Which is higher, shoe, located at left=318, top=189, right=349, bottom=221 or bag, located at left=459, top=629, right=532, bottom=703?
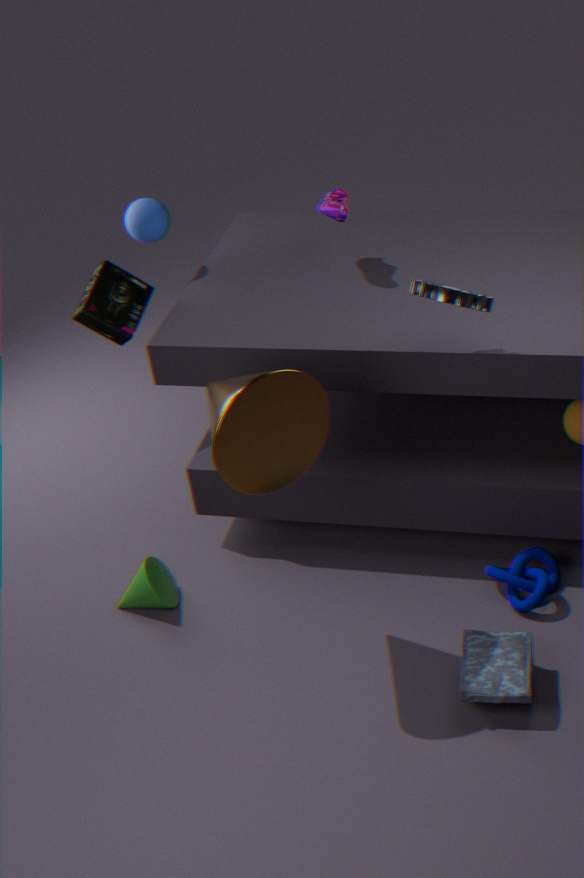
shoe, located at left=318, top=189, right=349, bottom=221
